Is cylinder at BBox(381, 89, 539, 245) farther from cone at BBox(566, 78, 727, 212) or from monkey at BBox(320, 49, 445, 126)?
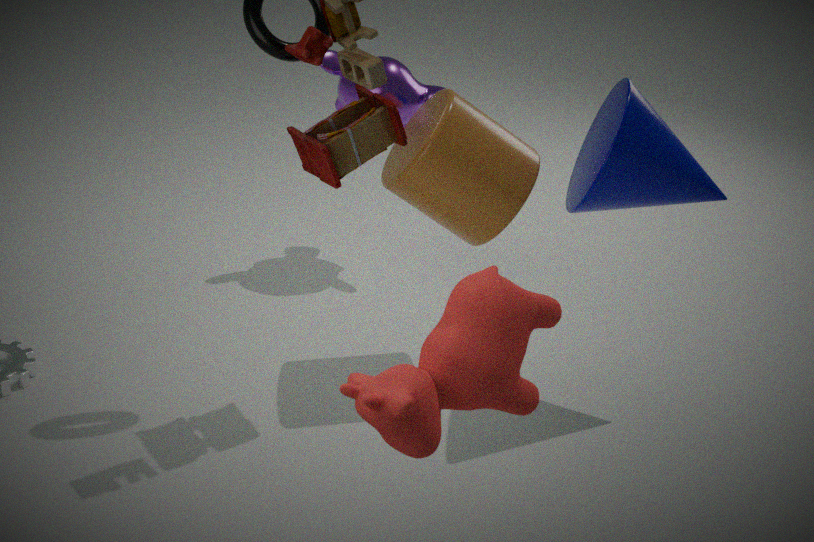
monkey at BBox(320, 49, 445, 126)
